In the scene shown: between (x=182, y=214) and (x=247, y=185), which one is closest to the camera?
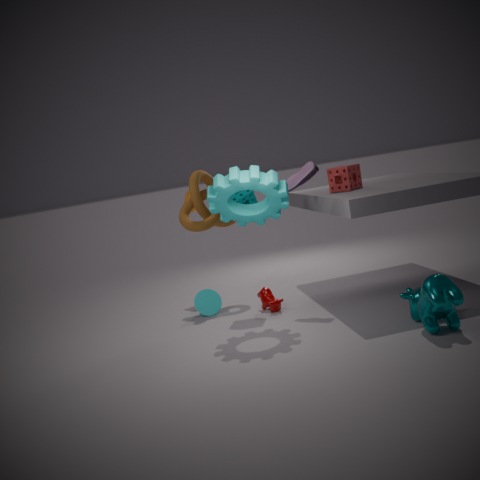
(x=247, y=185)
